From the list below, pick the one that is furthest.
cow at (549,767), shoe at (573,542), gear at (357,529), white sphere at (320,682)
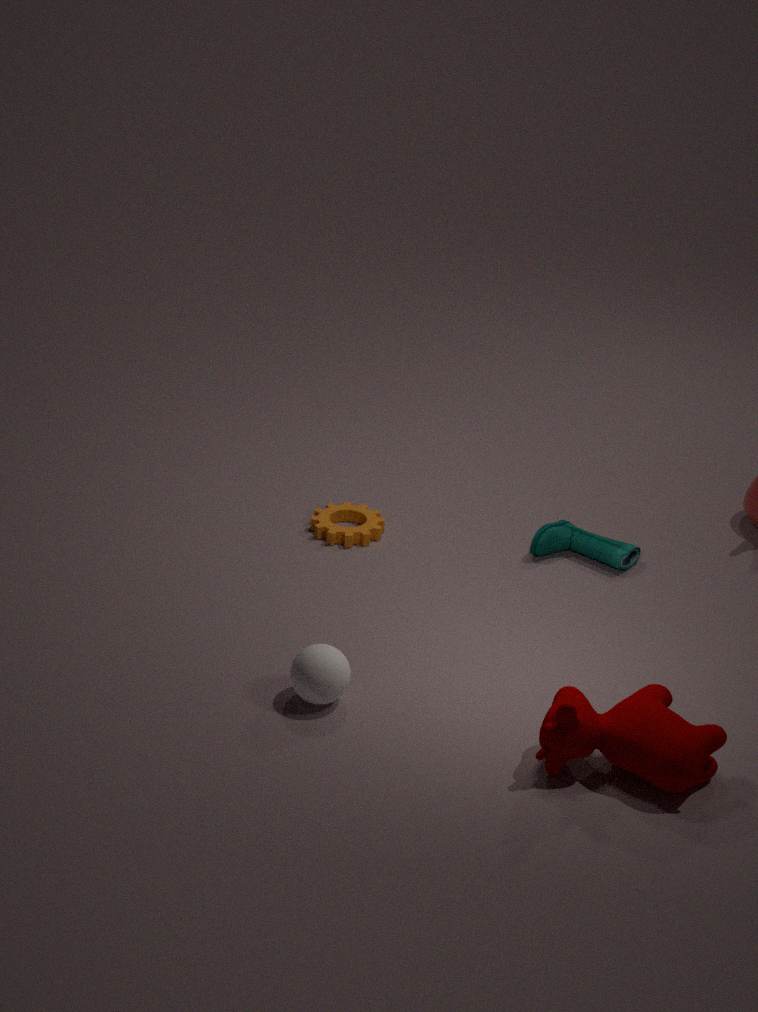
gear at (357,529)
